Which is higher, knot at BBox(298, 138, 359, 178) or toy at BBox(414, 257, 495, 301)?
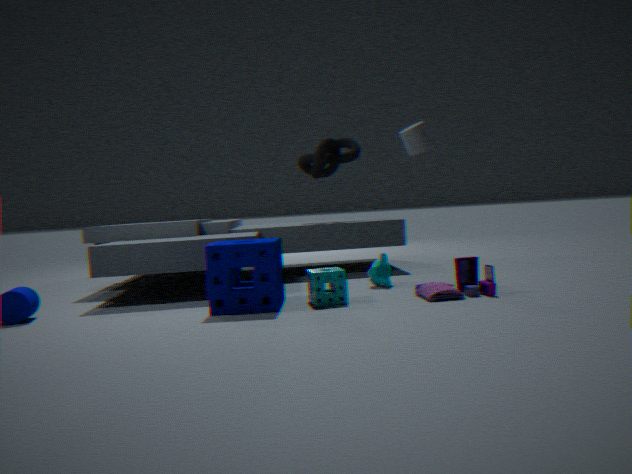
knot at BBox(298, 138, 359, 178)
